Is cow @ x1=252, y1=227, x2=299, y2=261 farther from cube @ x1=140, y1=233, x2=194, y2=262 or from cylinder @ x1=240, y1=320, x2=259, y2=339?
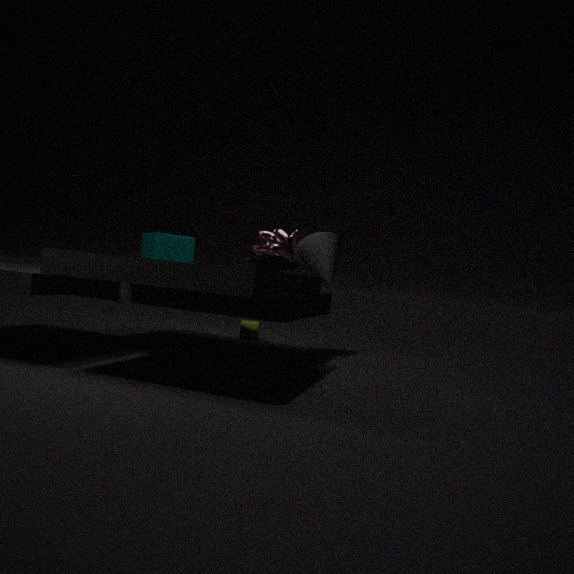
cylinder @ x1=240, y1=320, x2=259, y2=339
